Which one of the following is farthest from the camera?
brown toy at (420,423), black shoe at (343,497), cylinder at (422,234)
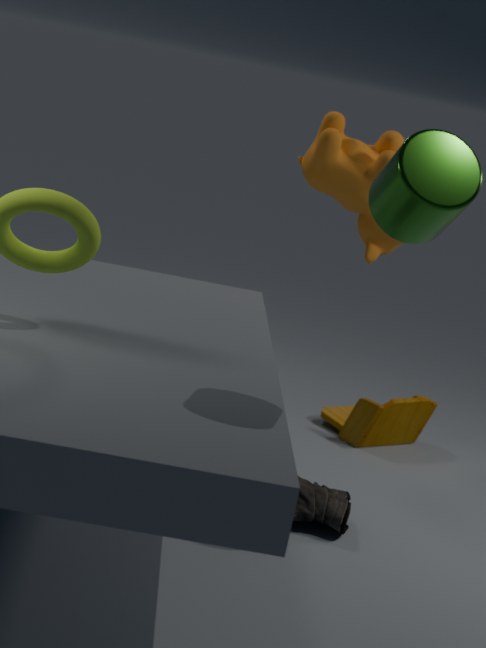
brown toy at (420,423)
